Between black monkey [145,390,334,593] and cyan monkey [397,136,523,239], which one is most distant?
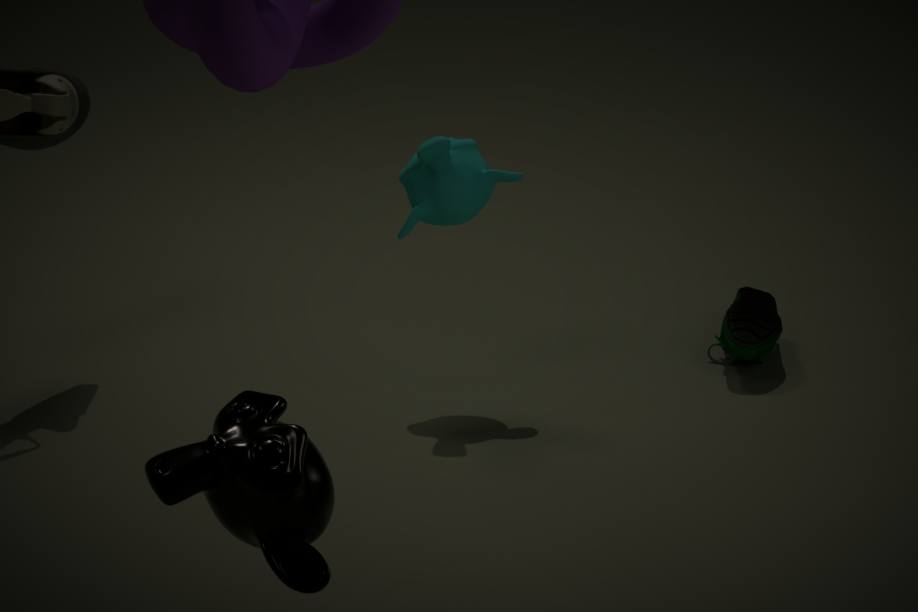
cyan monkey [397,136,523,239]
